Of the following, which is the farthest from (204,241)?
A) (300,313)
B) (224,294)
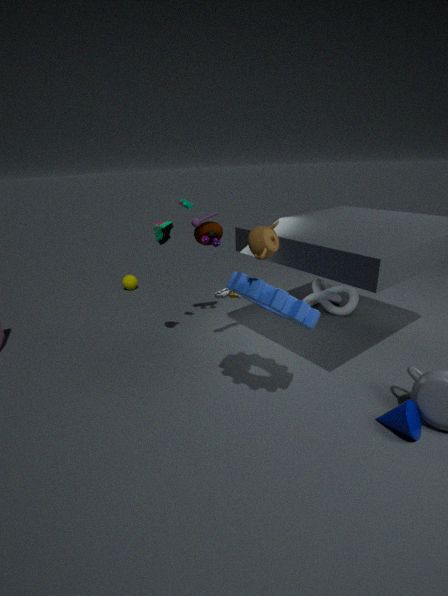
(300,313)
